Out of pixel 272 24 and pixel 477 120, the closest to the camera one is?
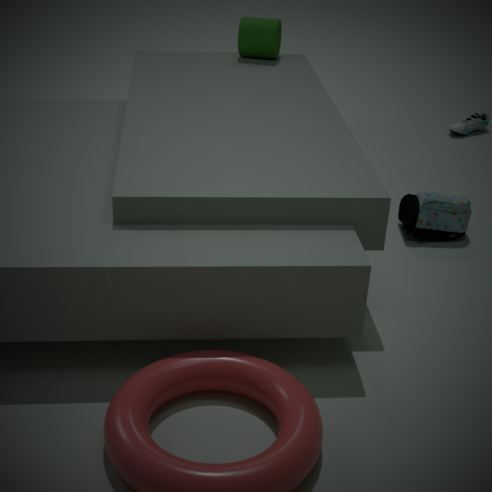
pixel 272 24
